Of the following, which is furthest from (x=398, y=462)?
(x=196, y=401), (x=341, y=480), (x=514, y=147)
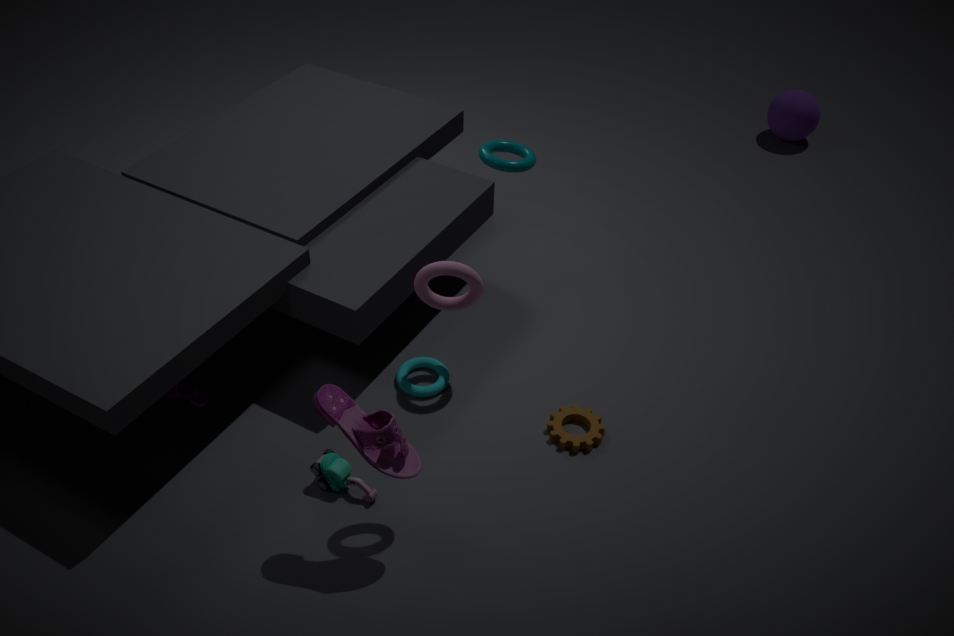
(x=514, y=147)
